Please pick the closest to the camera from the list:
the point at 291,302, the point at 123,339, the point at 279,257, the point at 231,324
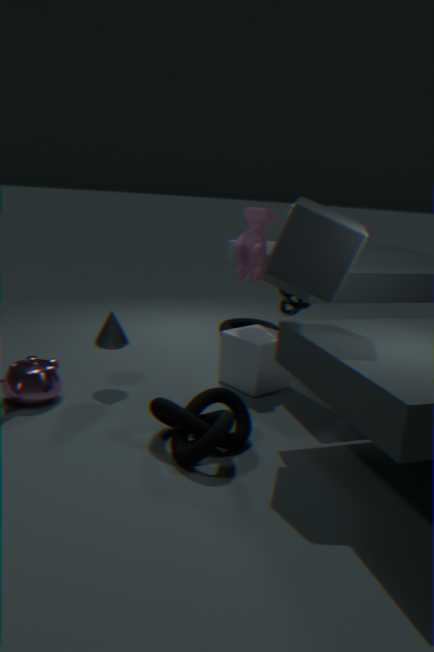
the point at 279,257
